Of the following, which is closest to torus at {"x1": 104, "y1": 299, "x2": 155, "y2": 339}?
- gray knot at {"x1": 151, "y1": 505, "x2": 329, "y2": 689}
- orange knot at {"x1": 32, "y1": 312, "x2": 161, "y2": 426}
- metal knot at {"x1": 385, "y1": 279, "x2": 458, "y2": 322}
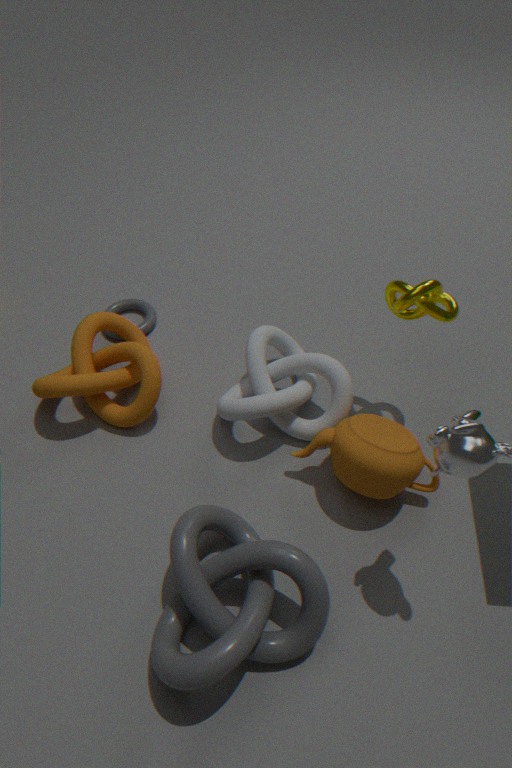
orange knot at {"x1": 32, "y1": 312, "x2": 161, "y2": 426}
